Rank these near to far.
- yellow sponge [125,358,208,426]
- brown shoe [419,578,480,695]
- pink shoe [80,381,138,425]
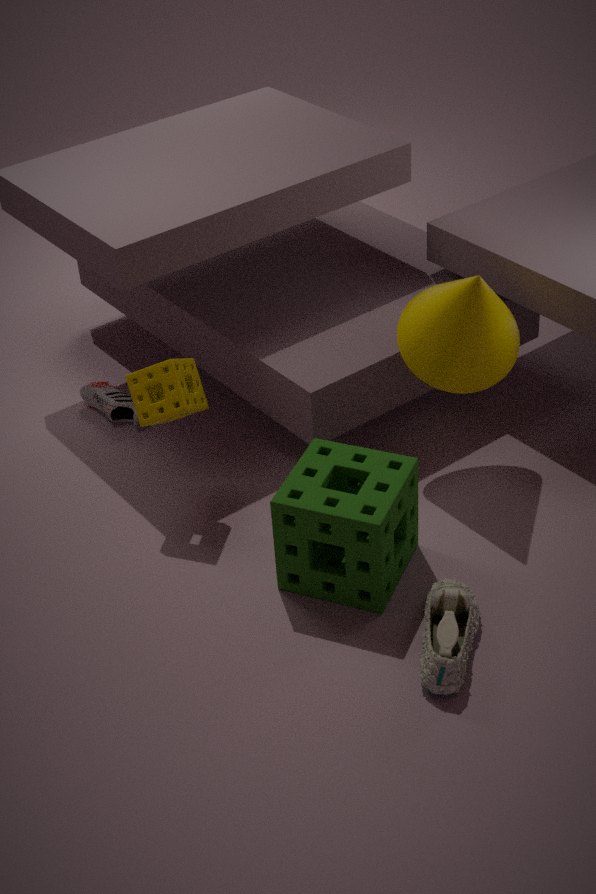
brown shoe [419,578,480,695] < yellow sponge [125,358,208,426] < pink shoe [80,381,138,425]
